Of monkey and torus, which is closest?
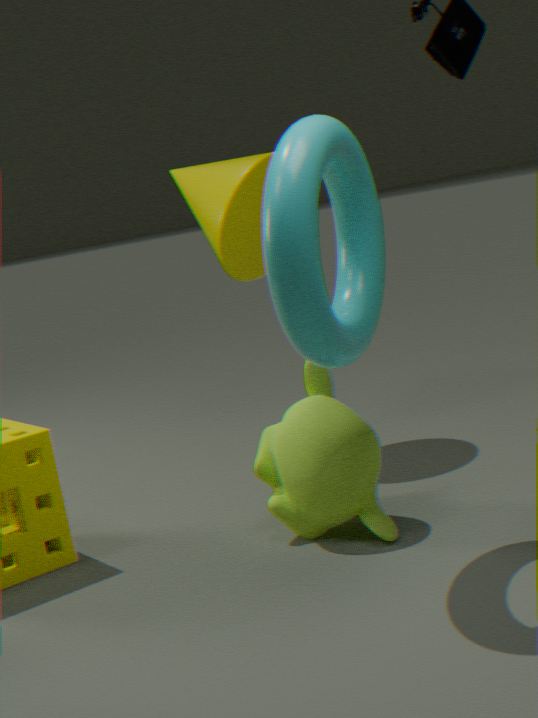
torus
